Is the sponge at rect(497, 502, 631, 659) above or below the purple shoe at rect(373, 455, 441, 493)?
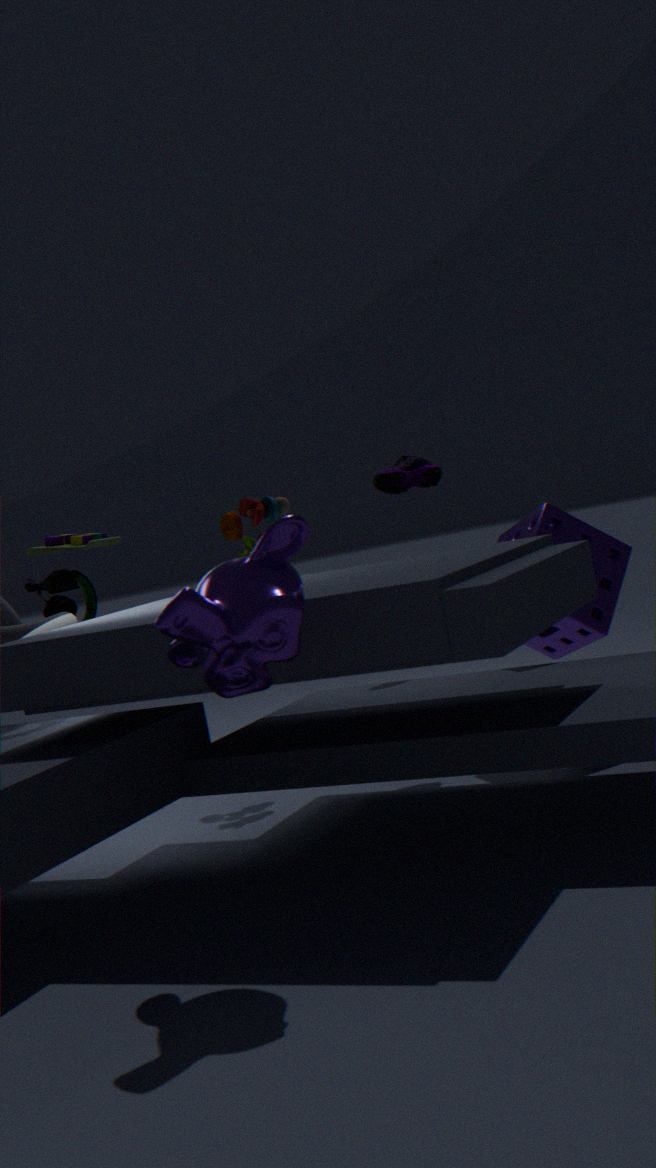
below
